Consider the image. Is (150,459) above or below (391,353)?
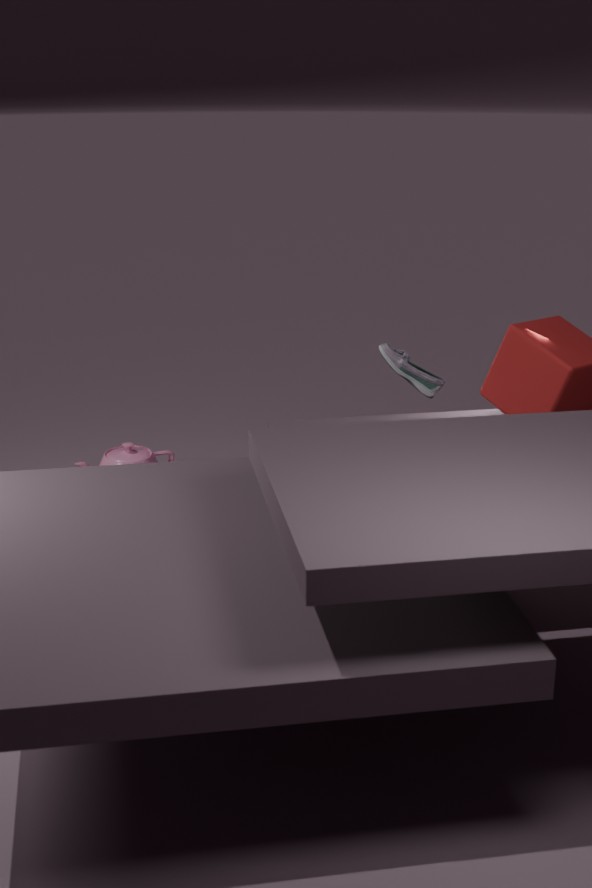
below
